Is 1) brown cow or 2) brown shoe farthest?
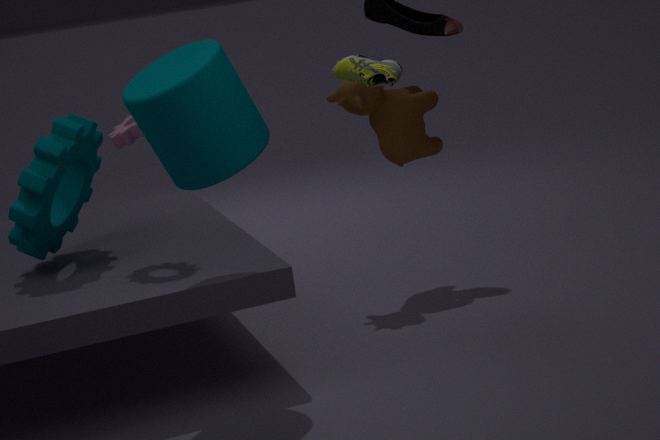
1. brown cow
